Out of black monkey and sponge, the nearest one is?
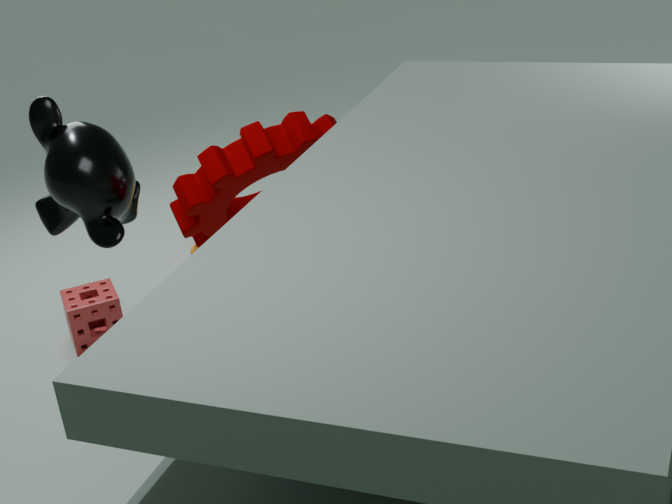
black monkey
